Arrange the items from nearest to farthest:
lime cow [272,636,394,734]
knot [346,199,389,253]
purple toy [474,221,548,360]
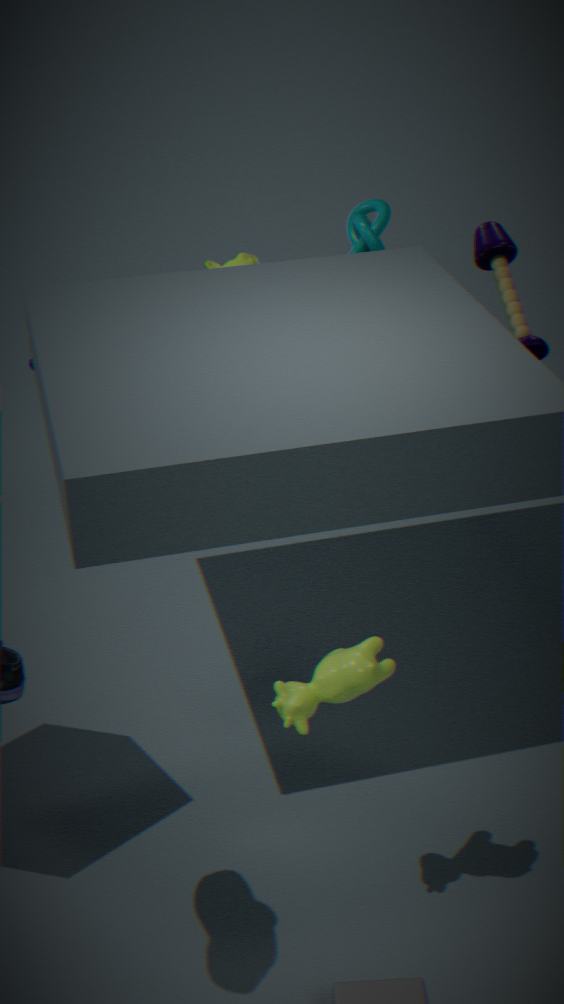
lime cow [272,636,394,734]
knot [346,199,389,253]
purple toy [474,221,548,360]
